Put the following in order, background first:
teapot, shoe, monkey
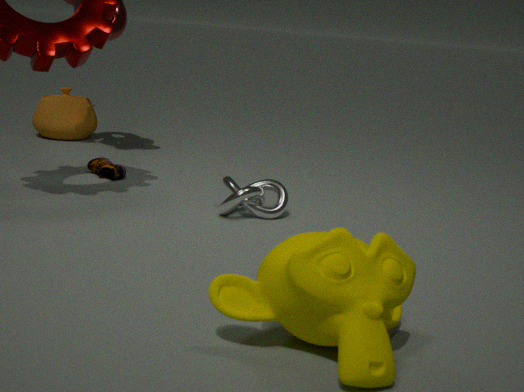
1. teapot
2. shoe
3. monkey
